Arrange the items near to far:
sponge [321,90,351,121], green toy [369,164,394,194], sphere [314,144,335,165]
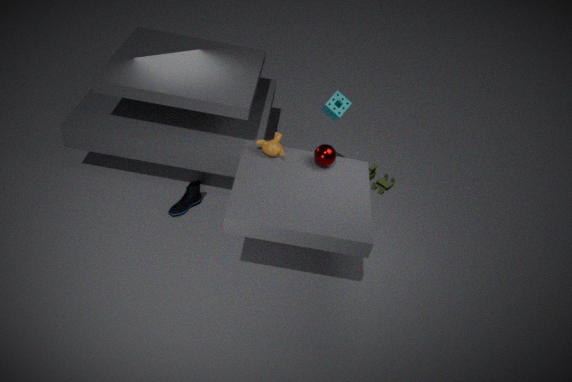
sphere [314,144,335,165], sponge [321,90,351,121], green toy [369,164,394,194]
